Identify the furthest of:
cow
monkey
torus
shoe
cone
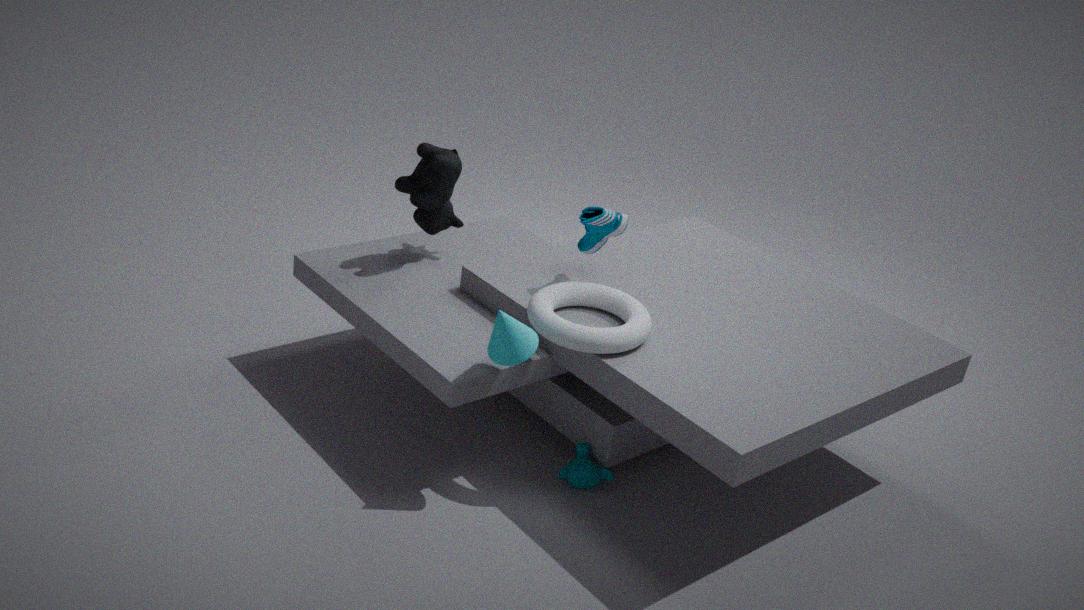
cow
